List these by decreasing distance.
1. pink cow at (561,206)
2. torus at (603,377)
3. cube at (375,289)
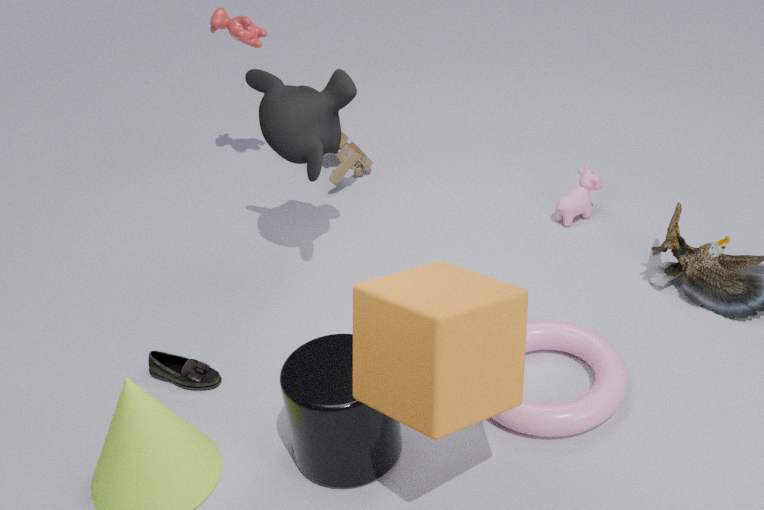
1. pink cow at (561,206)
2. torus at (603,377)
3. cube at (375,289)
